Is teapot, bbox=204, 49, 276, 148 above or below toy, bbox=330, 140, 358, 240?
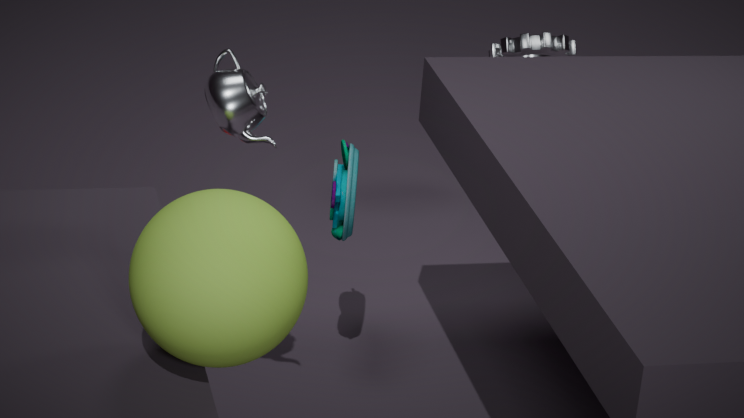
above
